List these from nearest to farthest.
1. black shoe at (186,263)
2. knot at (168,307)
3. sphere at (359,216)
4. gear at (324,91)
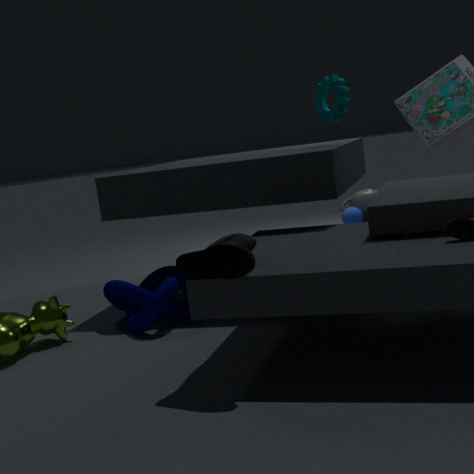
black shoe at (186,263)
knot at (168,307)
gear at (324,91)
sphere at (359,216)
